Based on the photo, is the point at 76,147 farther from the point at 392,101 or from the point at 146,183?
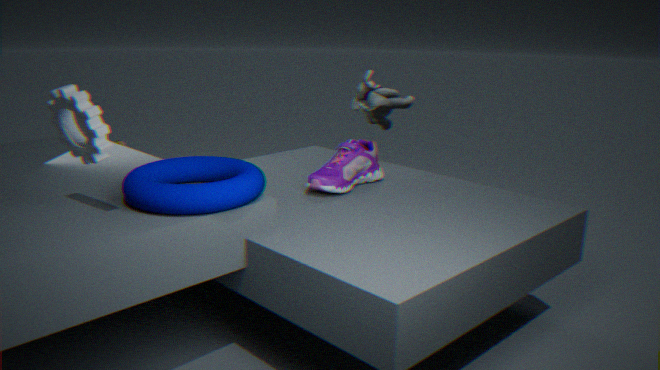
the point at 392,101
